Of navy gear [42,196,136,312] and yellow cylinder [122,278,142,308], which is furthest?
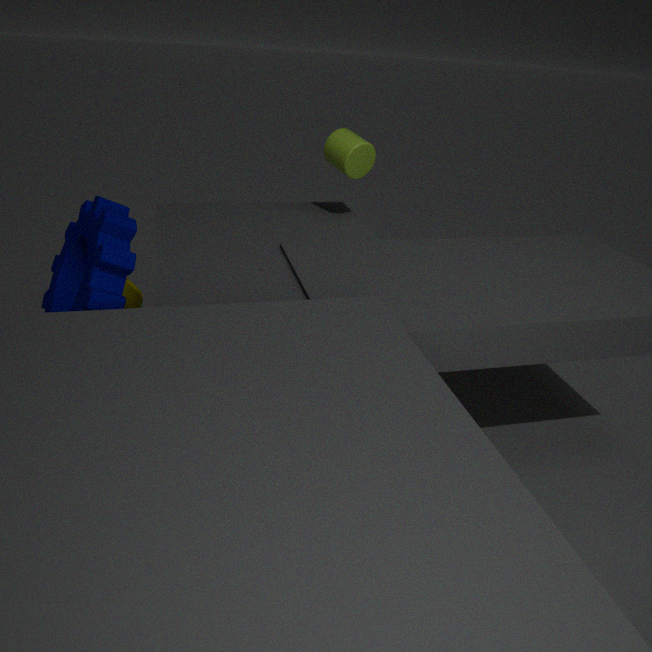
yellow cylinder [122,278,142,308]
